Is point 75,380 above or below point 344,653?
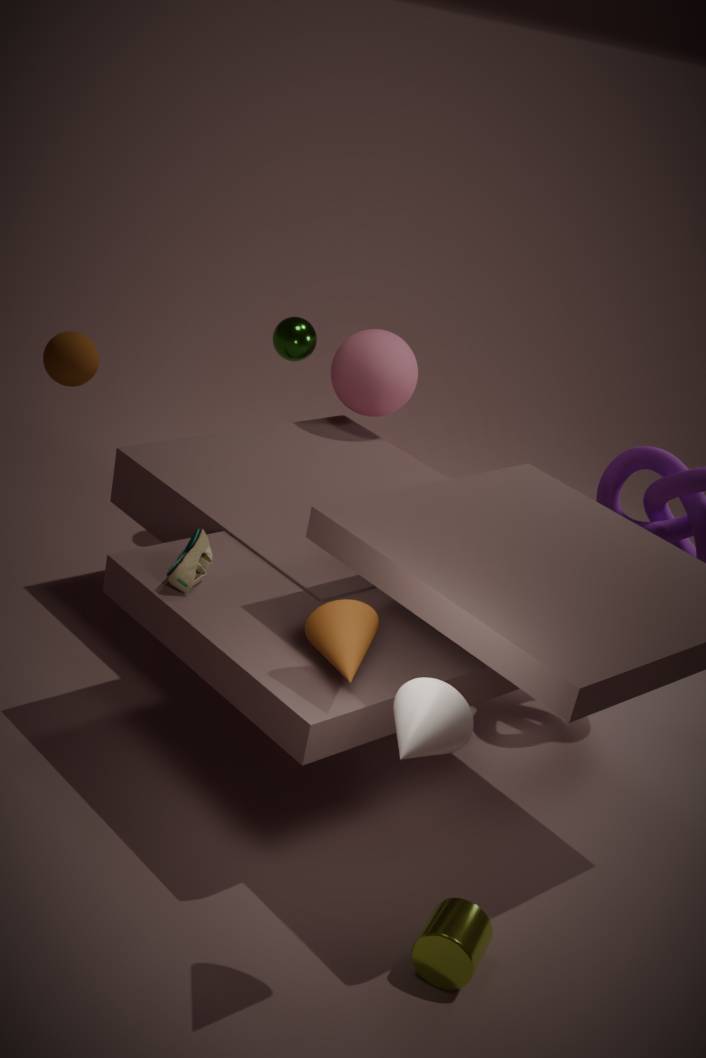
above
